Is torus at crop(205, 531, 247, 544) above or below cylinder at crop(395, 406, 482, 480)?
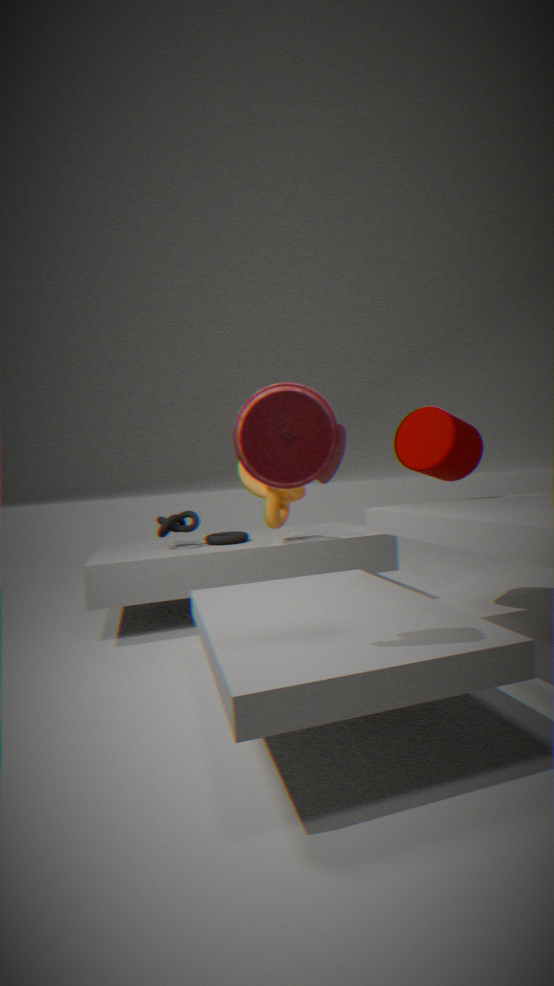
below
